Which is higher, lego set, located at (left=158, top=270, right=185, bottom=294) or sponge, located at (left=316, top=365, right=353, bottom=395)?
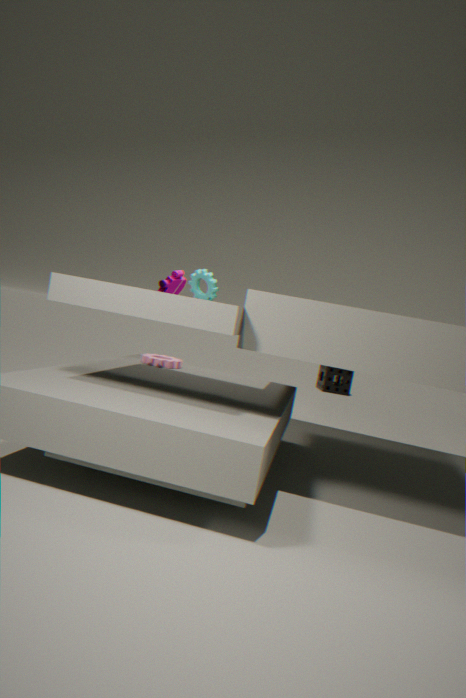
lego set, located at (left=158, top=270, right=185, bottom=294)
